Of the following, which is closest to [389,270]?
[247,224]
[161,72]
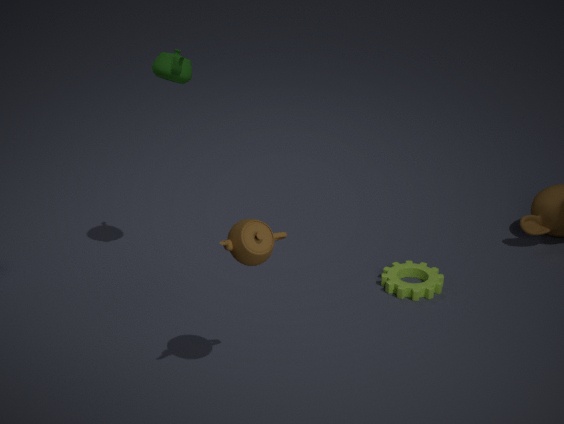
[247,224]
